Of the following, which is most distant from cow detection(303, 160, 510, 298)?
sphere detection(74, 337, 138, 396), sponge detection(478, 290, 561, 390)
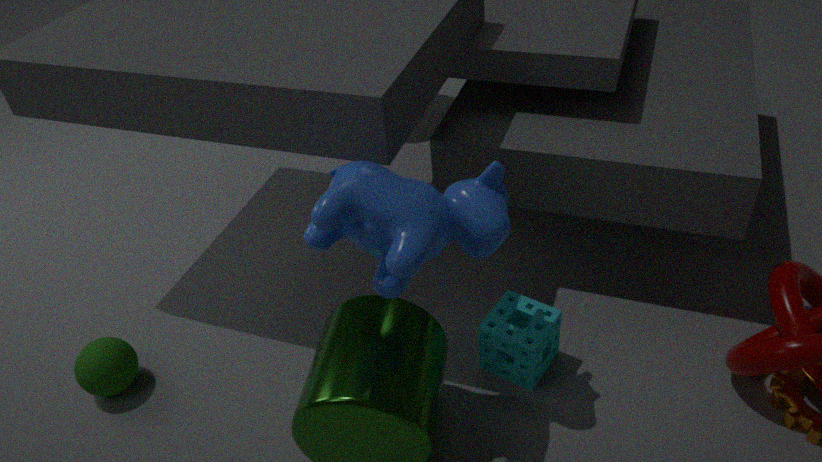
sphere detection(74, 337, 138, 396)
